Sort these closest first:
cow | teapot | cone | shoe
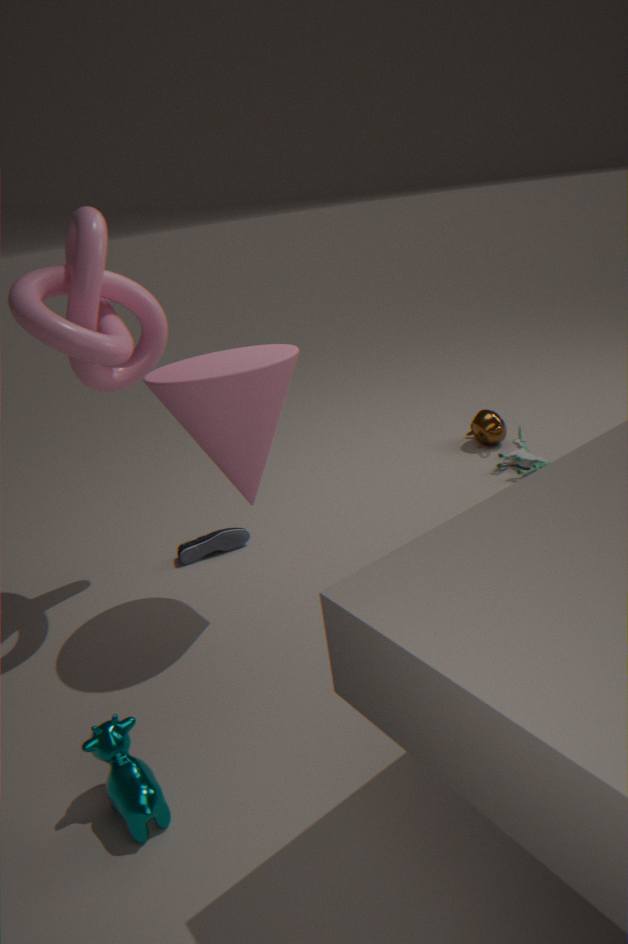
cow < cone < shoe < teapot
